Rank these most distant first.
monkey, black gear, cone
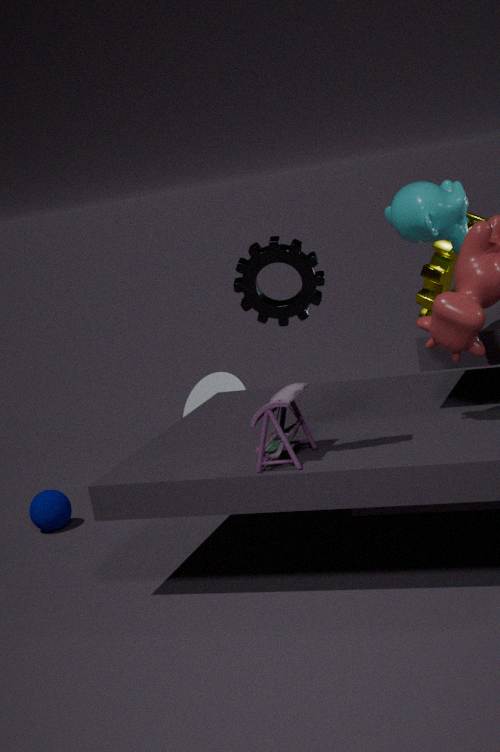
cone → monkey → black gear
